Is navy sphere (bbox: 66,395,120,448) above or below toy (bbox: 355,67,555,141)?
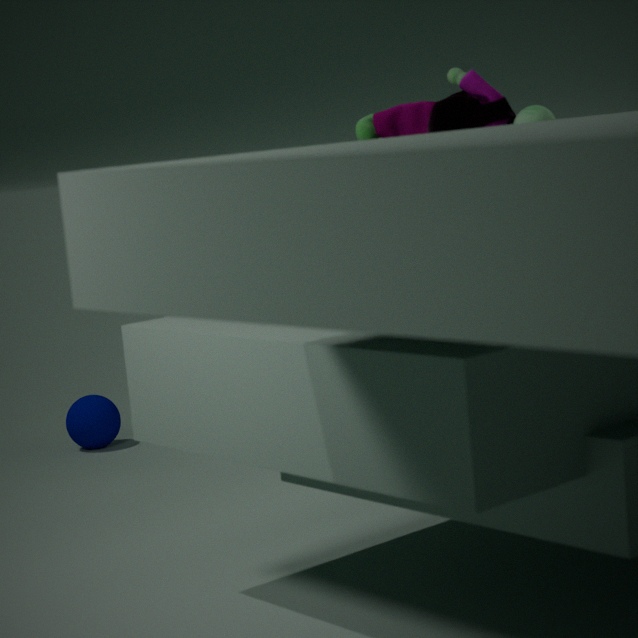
below
